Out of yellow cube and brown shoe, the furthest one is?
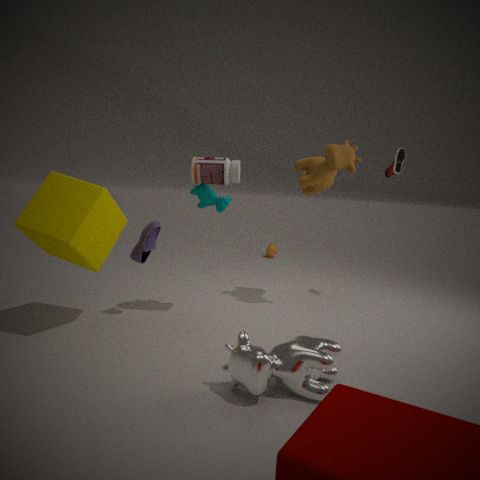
brown shoe
